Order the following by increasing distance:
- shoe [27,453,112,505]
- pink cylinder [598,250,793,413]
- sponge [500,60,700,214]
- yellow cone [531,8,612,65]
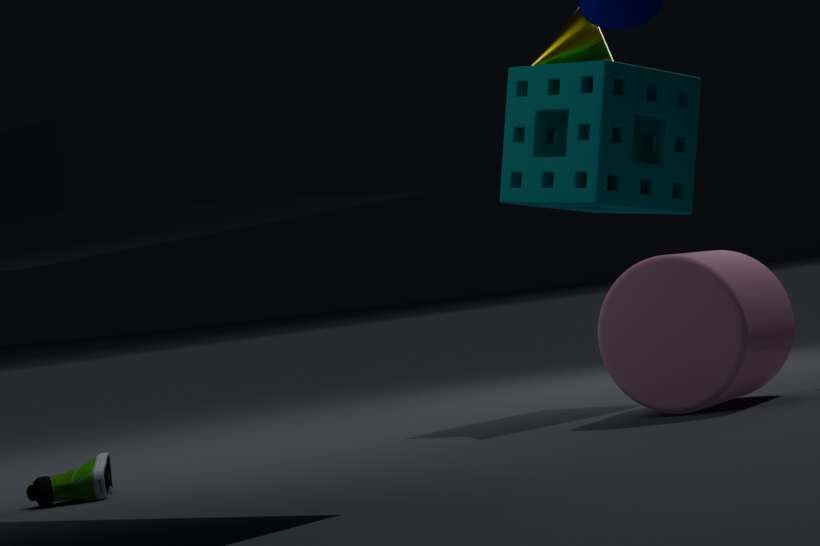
A: shoe [27,453,112,505]
pink cylinder [598,250,793,413]
sponge [500,60,700,214]
yellow cone [531,8,612,65]
